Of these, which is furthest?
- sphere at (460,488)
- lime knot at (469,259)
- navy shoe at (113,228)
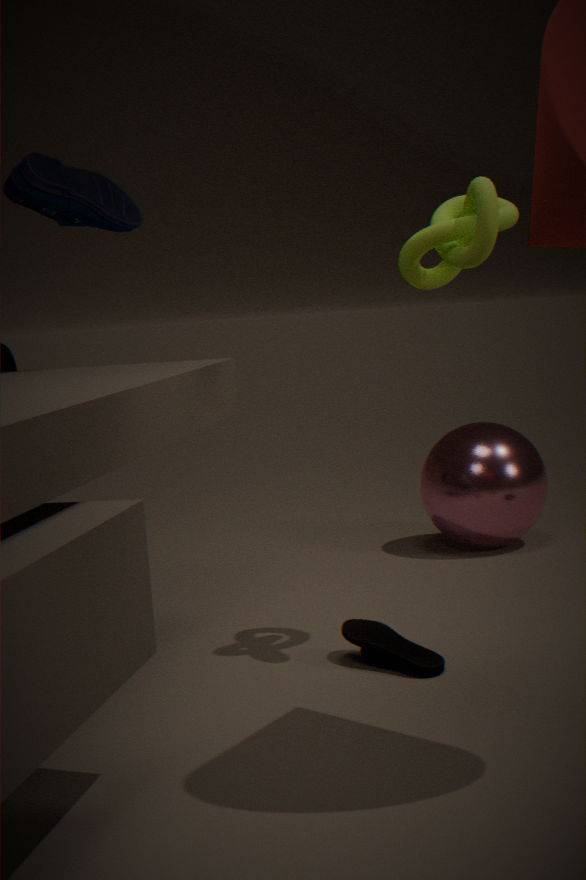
sphere at (460,488)
